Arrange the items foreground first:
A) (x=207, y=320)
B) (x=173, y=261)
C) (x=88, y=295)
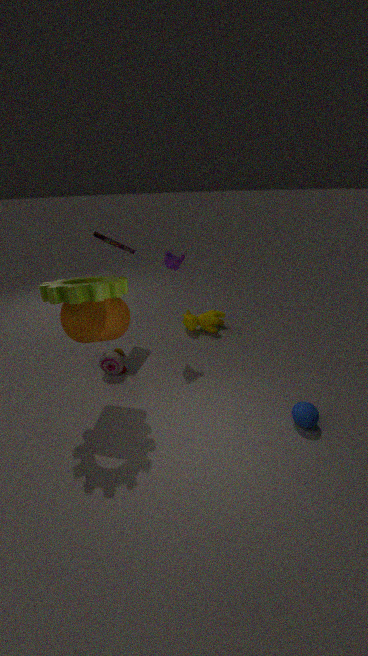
(x=88, y=295) < (x=173, y=261) < (x=207, y=320)
